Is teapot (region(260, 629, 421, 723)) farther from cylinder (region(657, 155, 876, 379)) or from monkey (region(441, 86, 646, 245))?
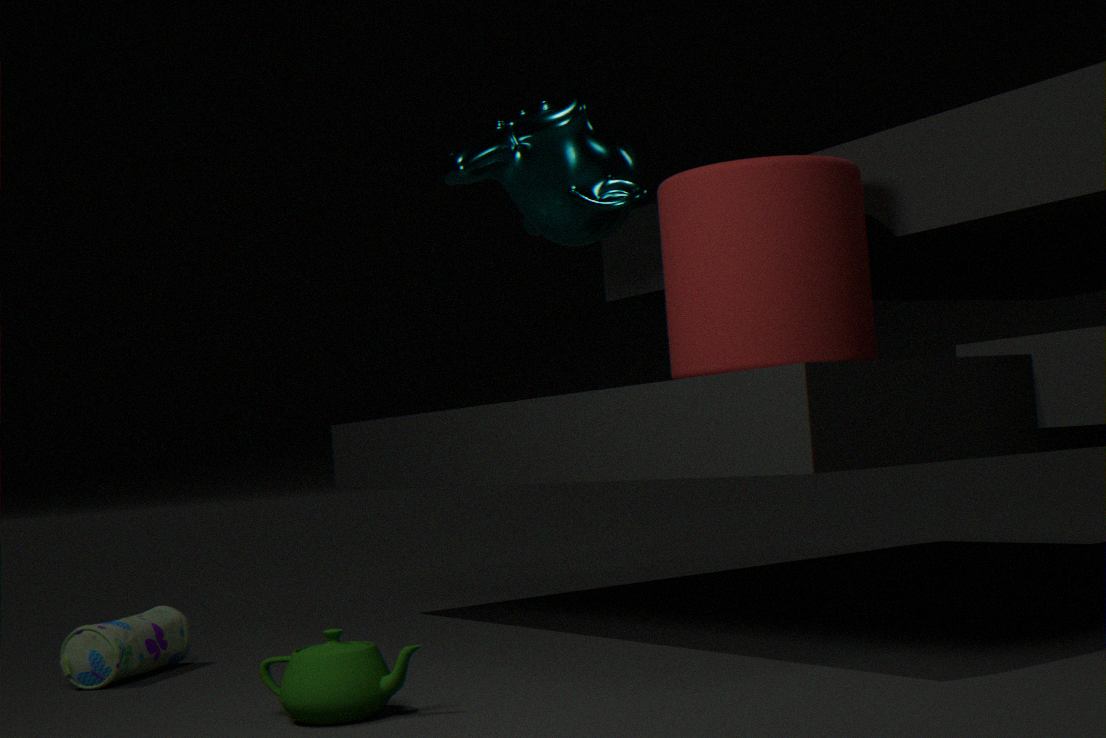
monkey (region(441, 86, 646, 245))
